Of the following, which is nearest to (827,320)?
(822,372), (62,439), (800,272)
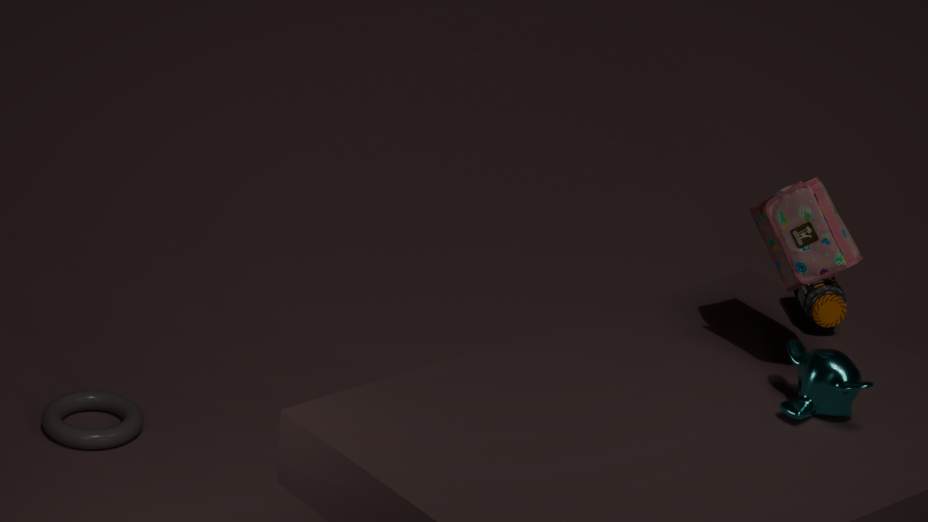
(800,272)
